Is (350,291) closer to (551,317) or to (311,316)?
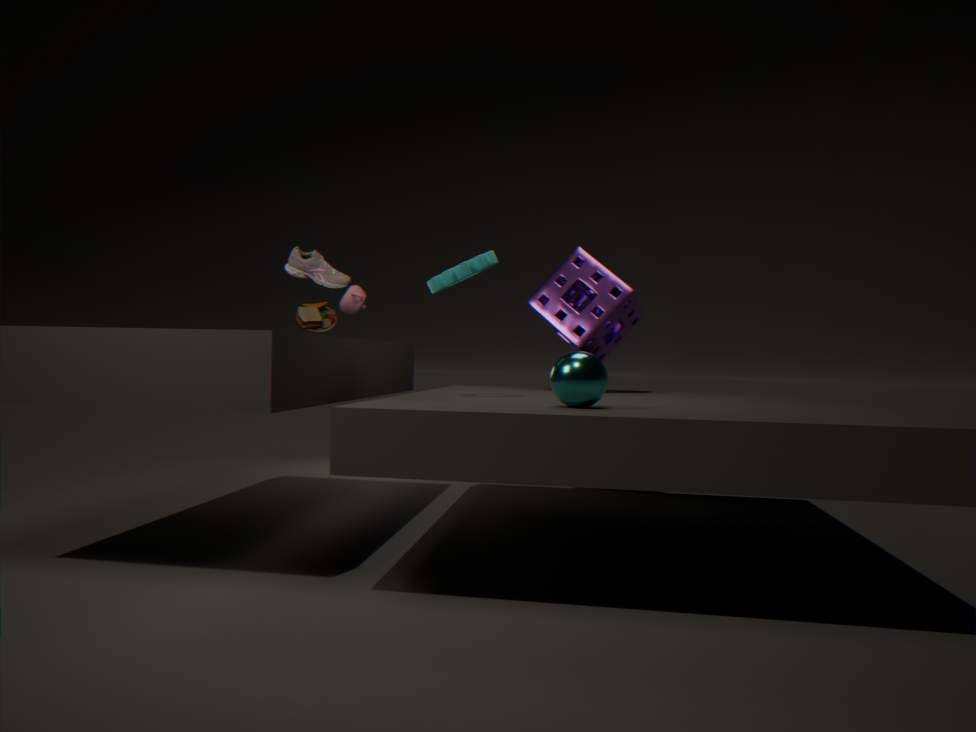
(311,316)
